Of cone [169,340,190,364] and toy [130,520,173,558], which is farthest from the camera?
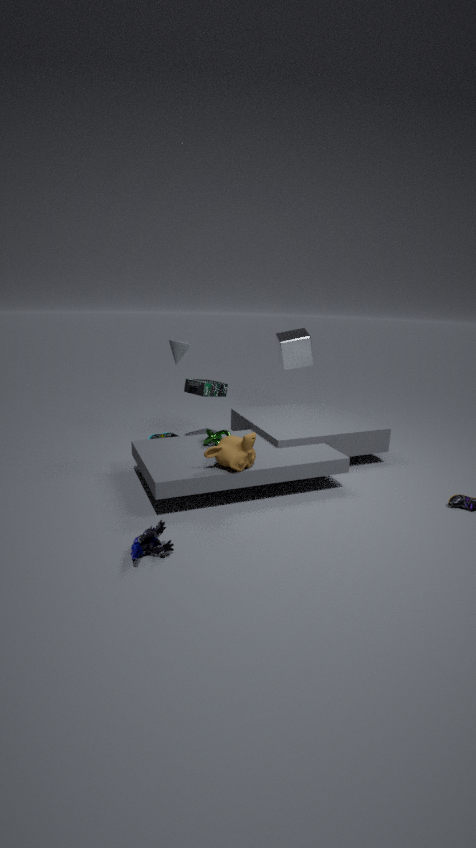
cone [169,340,190,364]
